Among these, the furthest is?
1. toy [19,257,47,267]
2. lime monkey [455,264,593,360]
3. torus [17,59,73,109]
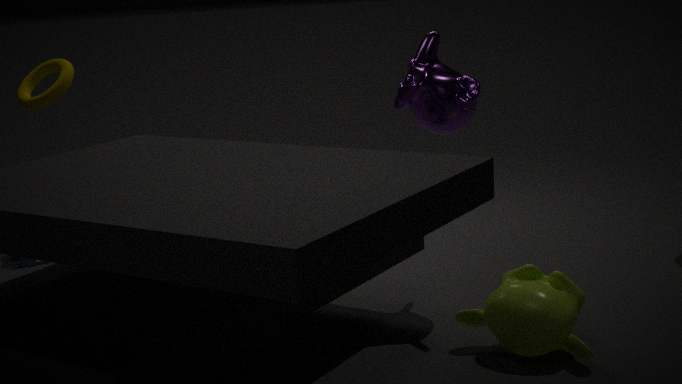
toy [19,257,47,267]
